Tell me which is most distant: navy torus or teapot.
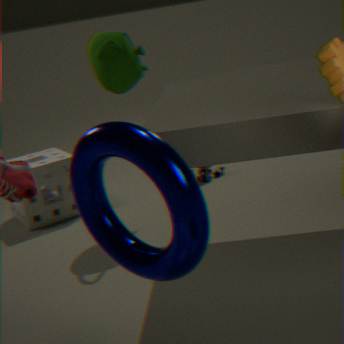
teapot
